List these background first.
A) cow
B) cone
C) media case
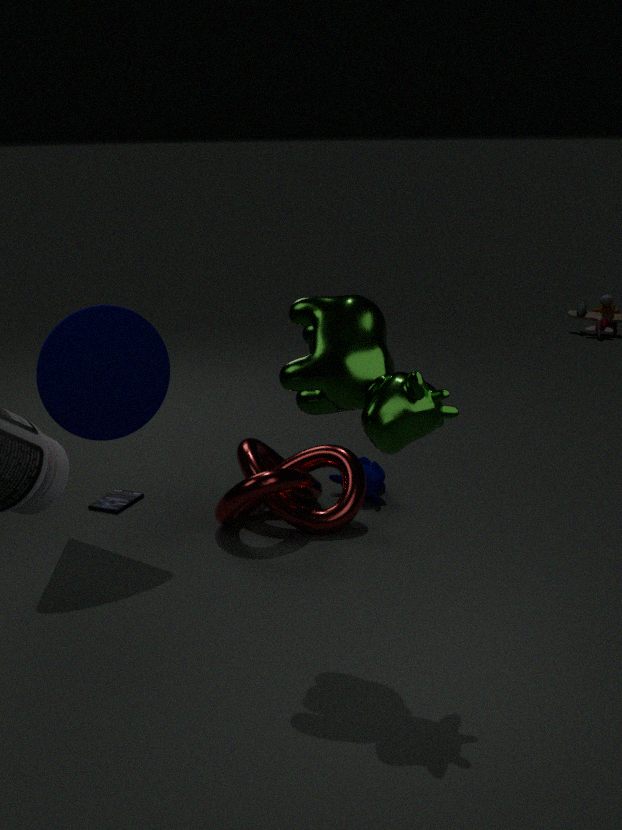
1. media case
2. cone
3. cow
